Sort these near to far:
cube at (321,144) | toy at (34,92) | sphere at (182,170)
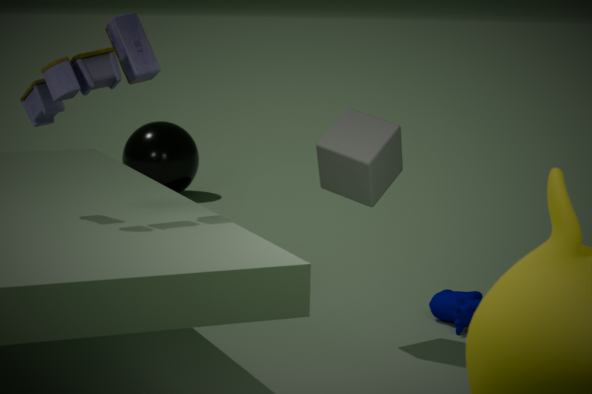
toy at (34,92) → cube at (321,144) → sphere at (182,170)
